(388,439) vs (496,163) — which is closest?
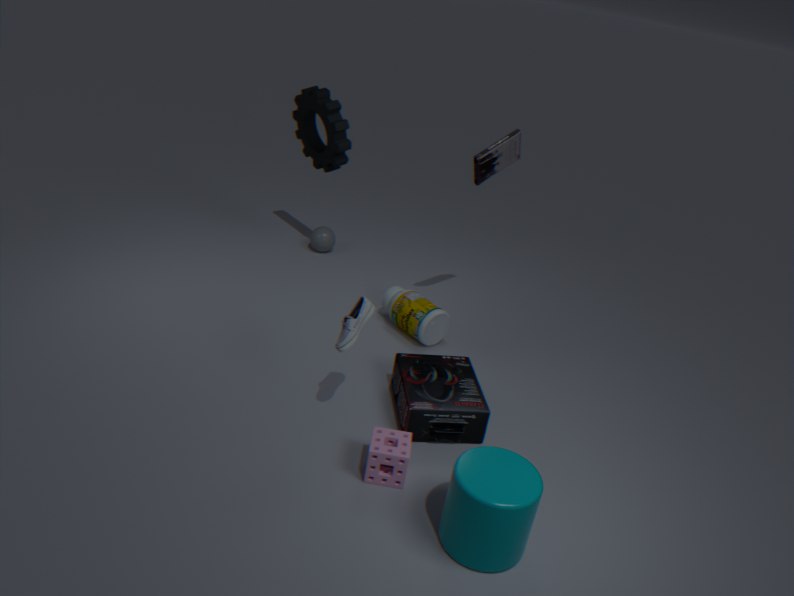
(388,439)
